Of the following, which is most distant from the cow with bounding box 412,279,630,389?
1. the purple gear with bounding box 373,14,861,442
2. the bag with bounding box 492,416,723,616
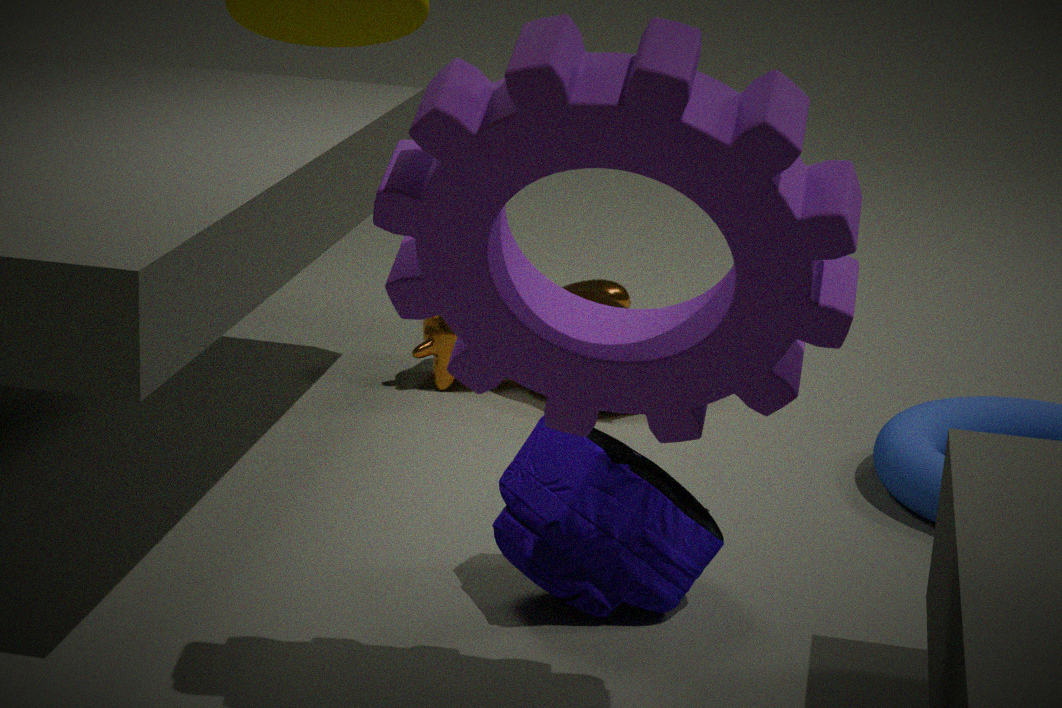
the purple gear with bounding box 373,14,861,442
